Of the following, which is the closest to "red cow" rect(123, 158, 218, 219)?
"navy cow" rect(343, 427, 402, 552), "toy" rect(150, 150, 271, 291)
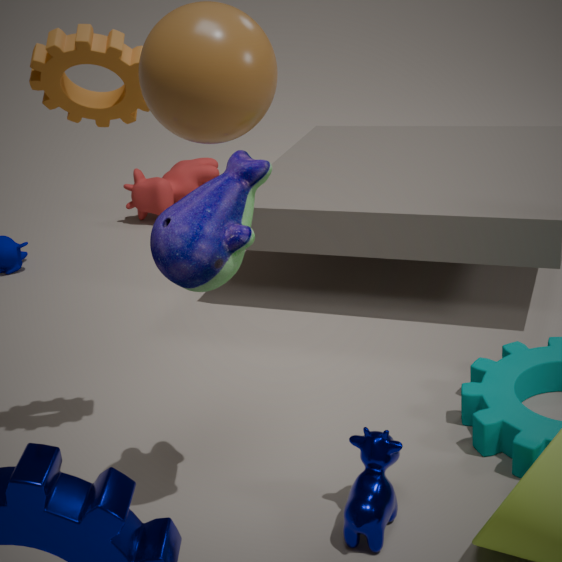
"toy" rect(150, 150, 271, 291)
